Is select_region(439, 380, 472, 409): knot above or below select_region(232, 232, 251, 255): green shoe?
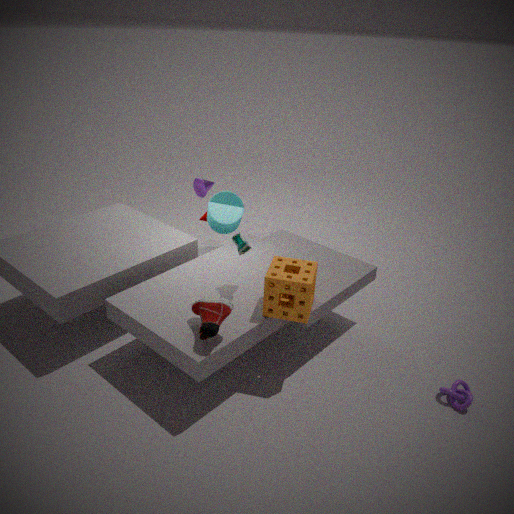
below
